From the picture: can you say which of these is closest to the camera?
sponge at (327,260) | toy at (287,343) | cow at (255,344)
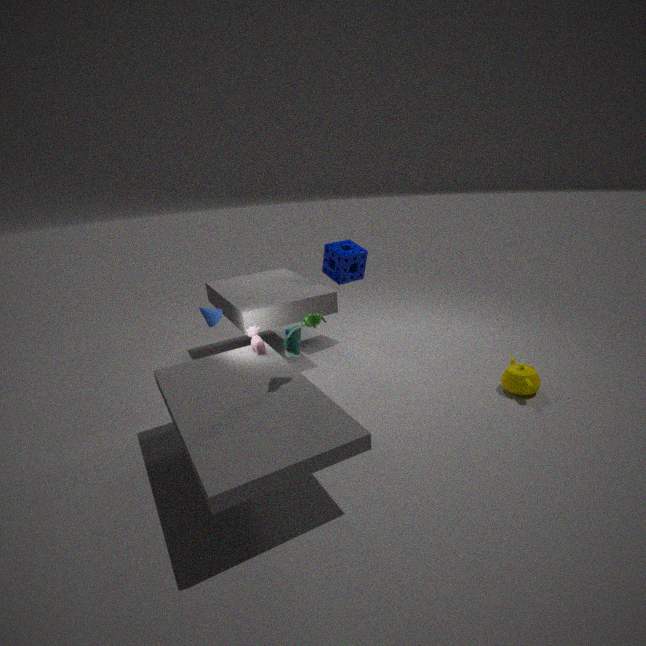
toy at (287,343)
